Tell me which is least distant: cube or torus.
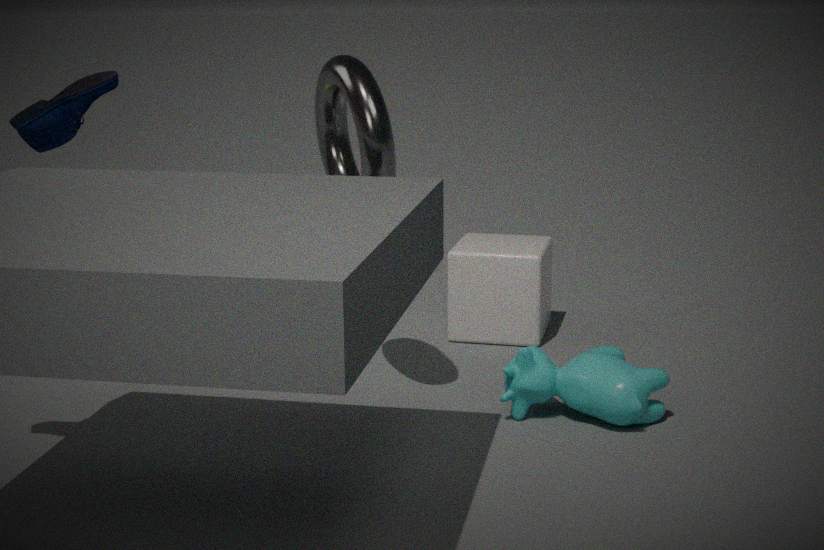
torus
